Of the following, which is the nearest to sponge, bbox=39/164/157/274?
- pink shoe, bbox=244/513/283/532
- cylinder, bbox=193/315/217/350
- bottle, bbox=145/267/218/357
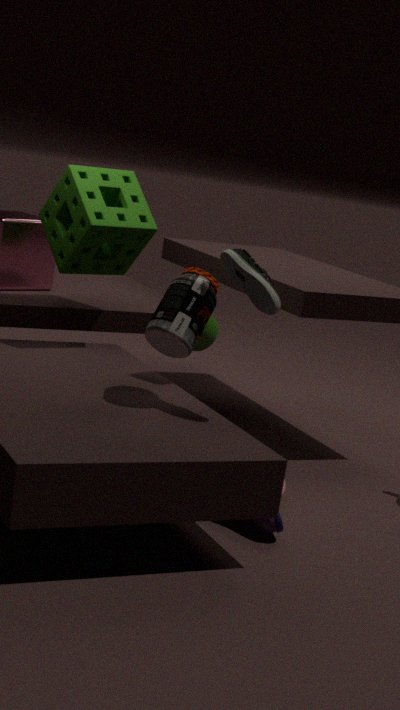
cylinder, bbox=193/315/217/350
